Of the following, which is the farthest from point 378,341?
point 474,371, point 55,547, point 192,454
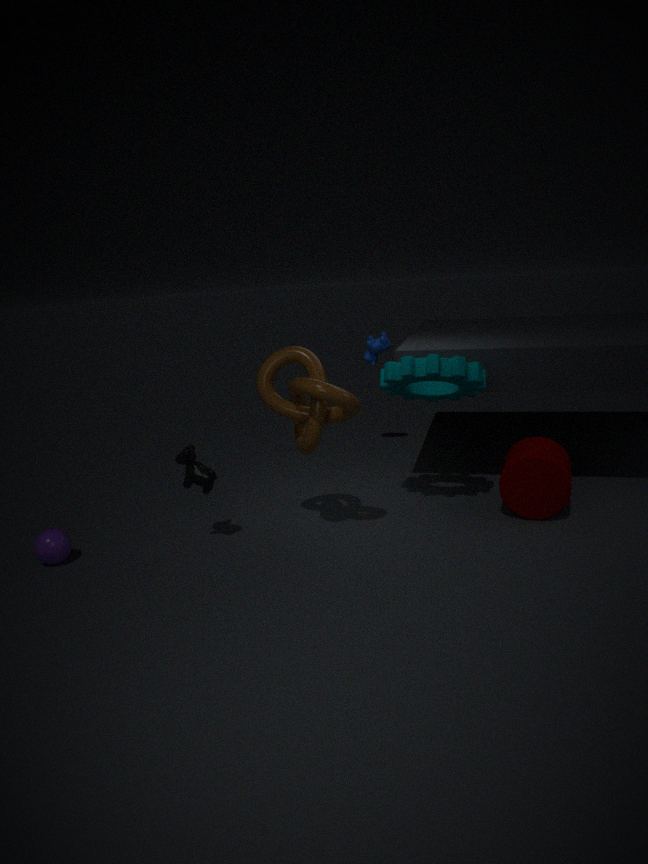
point 55,547
